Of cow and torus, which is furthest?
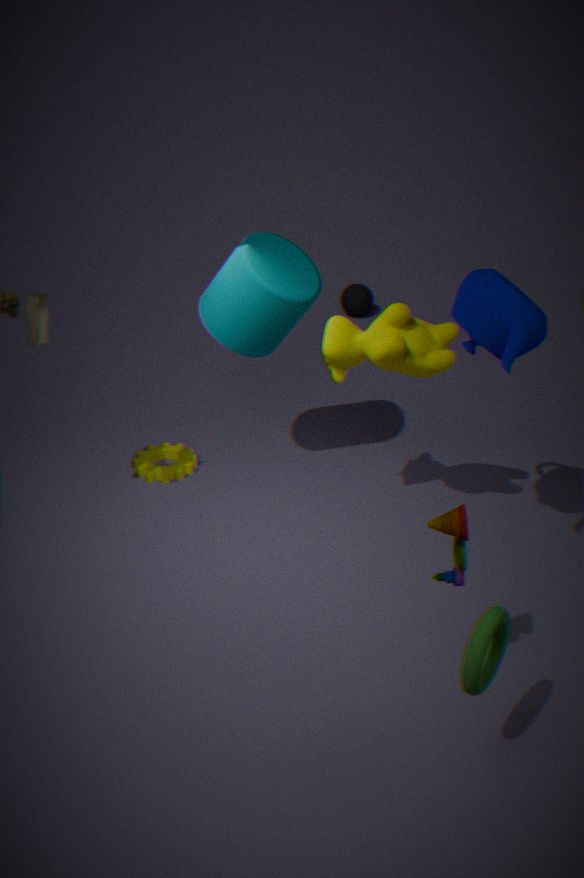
cow
